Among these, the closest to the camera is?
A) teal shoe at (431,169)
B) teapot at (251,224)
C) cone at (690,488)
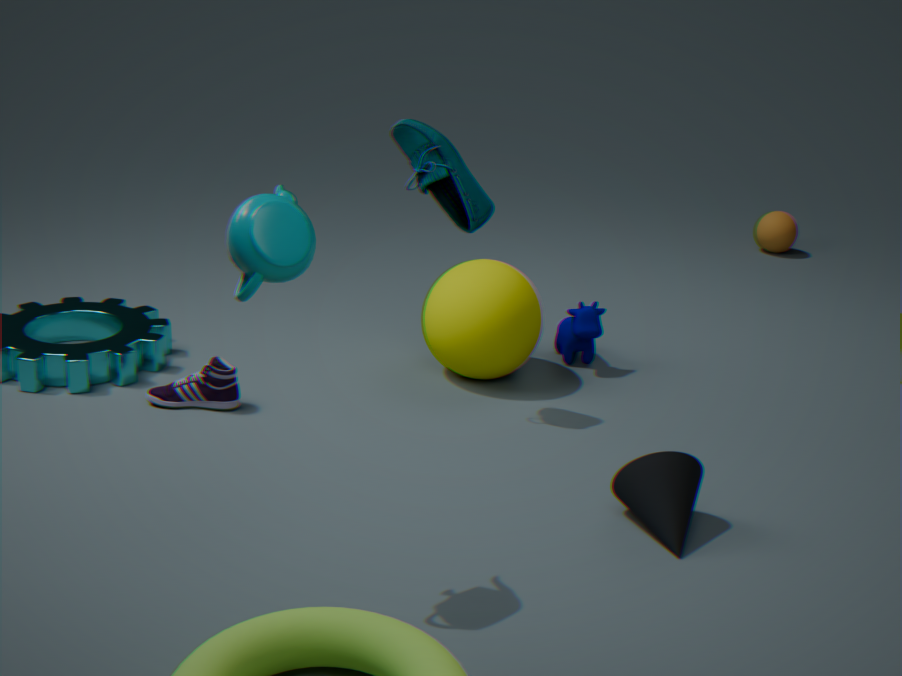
teapot at (251,224)
